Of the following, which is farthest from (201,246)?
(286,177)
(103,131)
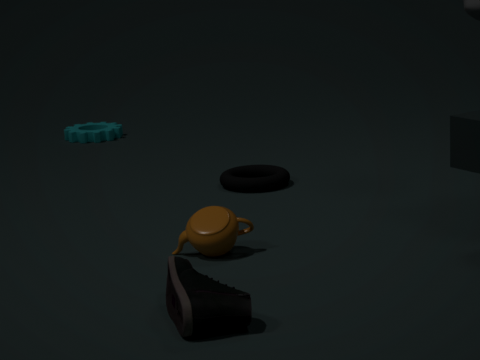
(103,131)
